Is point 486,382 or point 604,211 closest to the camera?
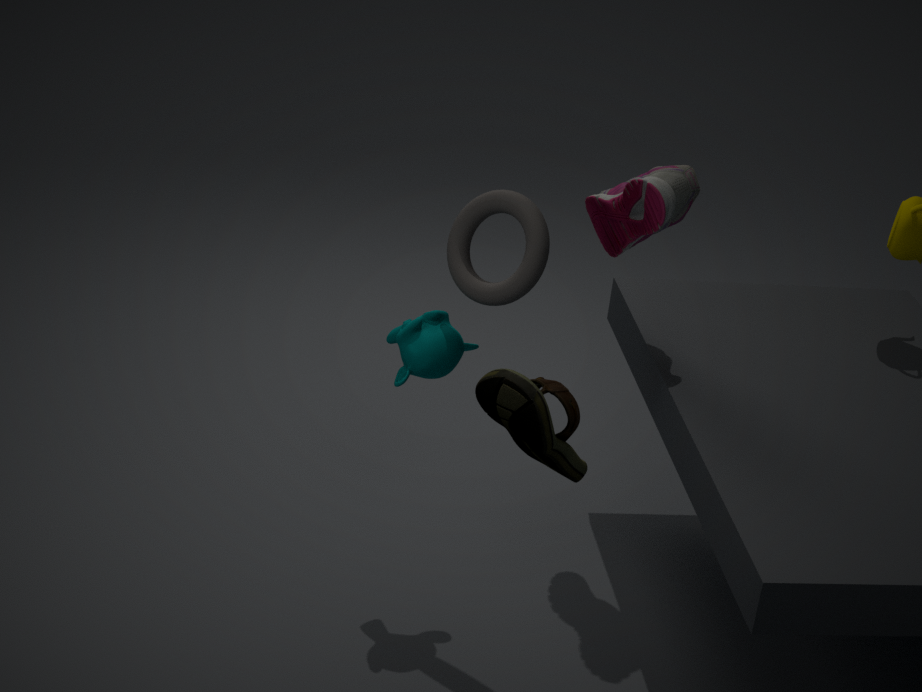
point 486,382
